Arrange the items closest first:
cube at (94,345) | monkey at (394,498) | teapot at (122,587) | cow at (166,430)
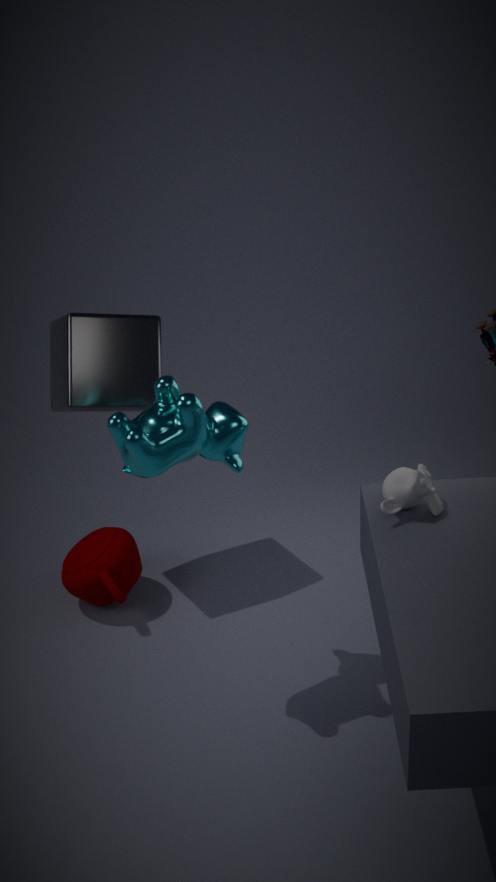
monkey at (394,498), cow at (166,430), cube at (94,345), teapot at (122,587)
